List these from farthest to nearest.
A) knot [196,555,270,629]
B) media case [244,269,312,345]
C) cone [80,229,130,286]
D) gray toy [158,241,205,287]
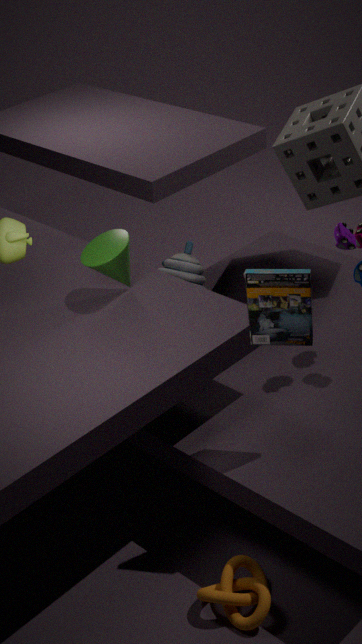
gray toy [158,241,205,287], cone [80,229,130,286], knot [196,555,270,629], media case [244,269,312,345]
